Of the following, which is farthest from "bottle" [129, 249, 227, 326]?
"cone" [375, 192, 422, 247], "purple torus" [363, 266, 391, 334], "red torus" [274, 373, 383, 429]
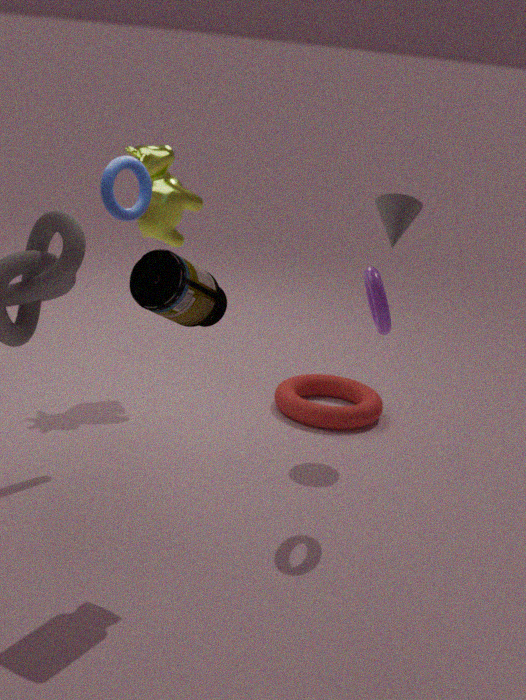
"red torus" [274, 373, 383, 429]
